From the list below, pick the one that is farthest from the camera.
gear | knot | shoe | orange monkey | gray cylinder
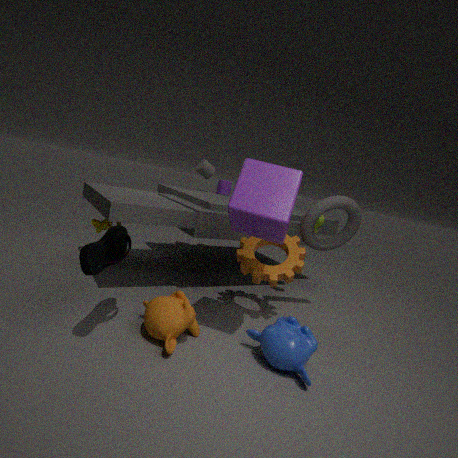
gray cylinder
